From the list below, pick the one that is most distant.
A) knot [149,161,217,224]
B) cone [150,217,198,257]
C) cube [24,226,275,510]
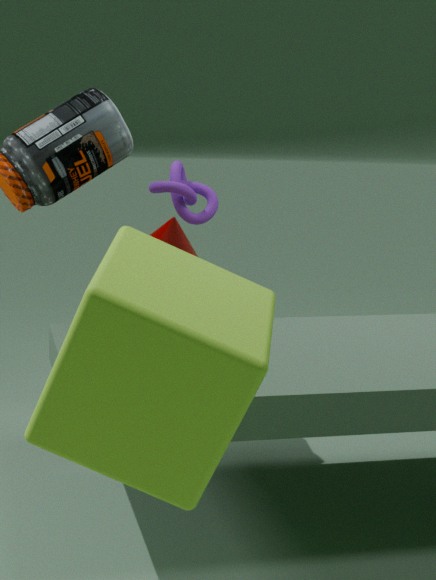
knot [149,161,217,224]
